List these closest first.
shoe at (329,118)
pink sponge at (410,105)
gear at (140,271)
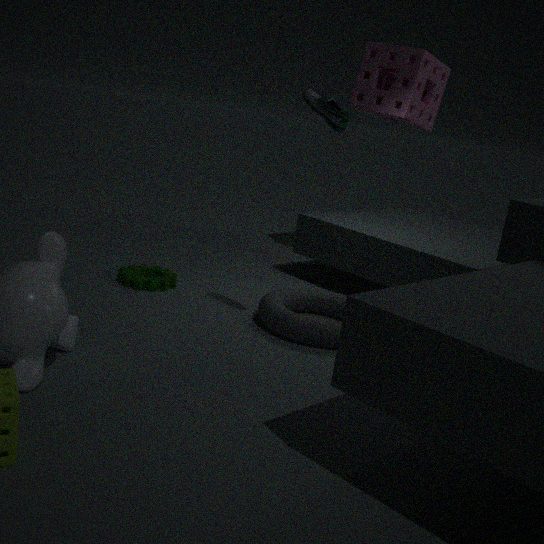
shoe at (329,118), gear at (140,271), pink sponge at (410,105)
